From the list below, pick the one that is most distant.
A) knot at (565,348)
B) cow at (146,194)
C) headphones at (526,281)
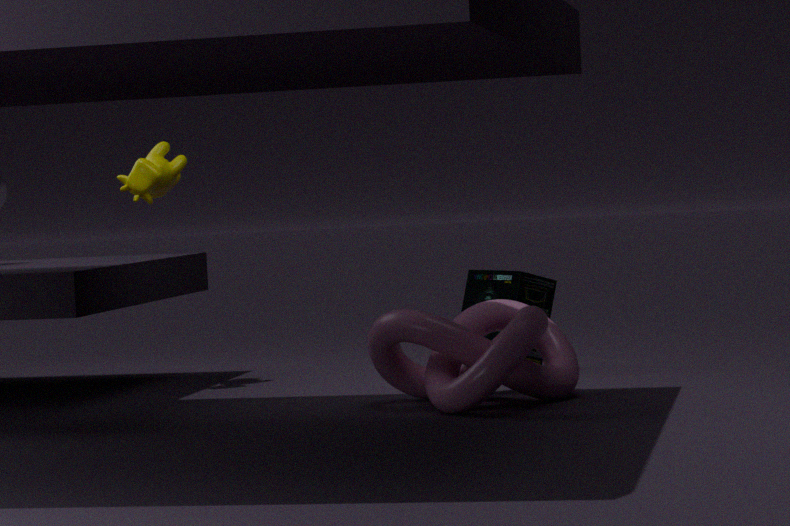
headphones at (526,281)
